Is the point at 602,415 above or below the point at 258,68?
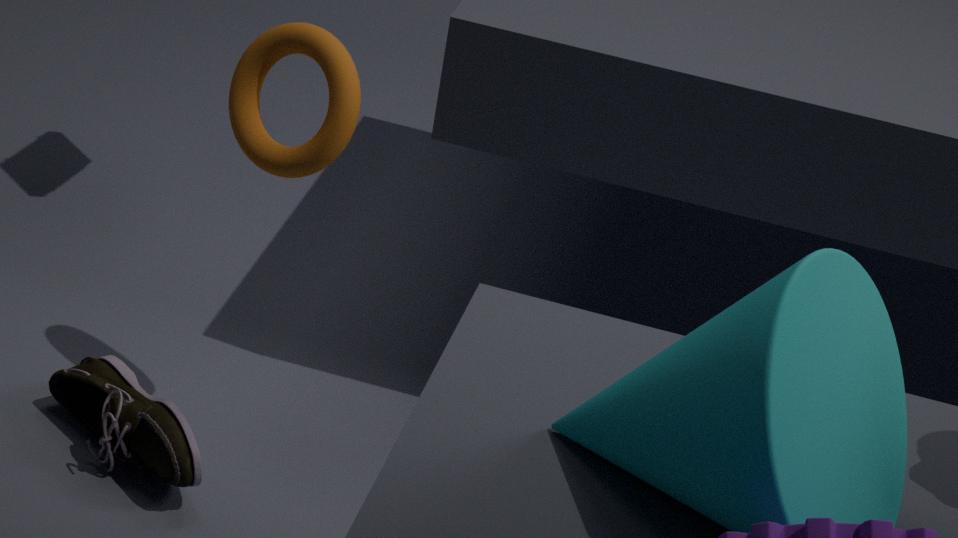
above
